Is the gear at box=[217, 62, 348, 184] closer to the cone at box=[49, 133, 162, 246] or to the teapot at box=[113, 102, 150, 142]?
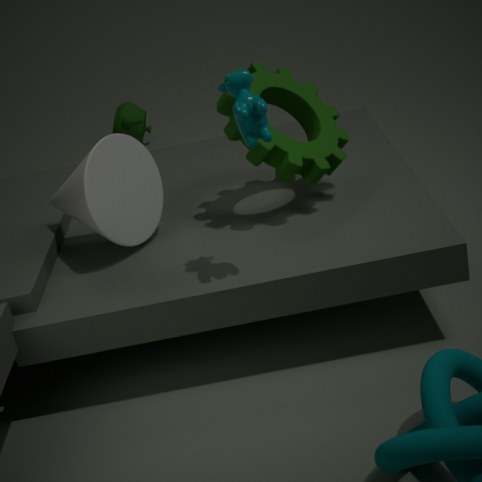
the cone at box=[49, 133, 162, 246]
